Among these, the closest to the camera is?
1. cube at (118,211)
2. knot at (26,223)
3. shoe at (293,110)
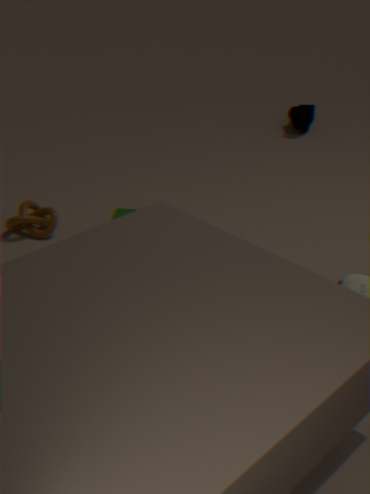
cube at (118,211)
